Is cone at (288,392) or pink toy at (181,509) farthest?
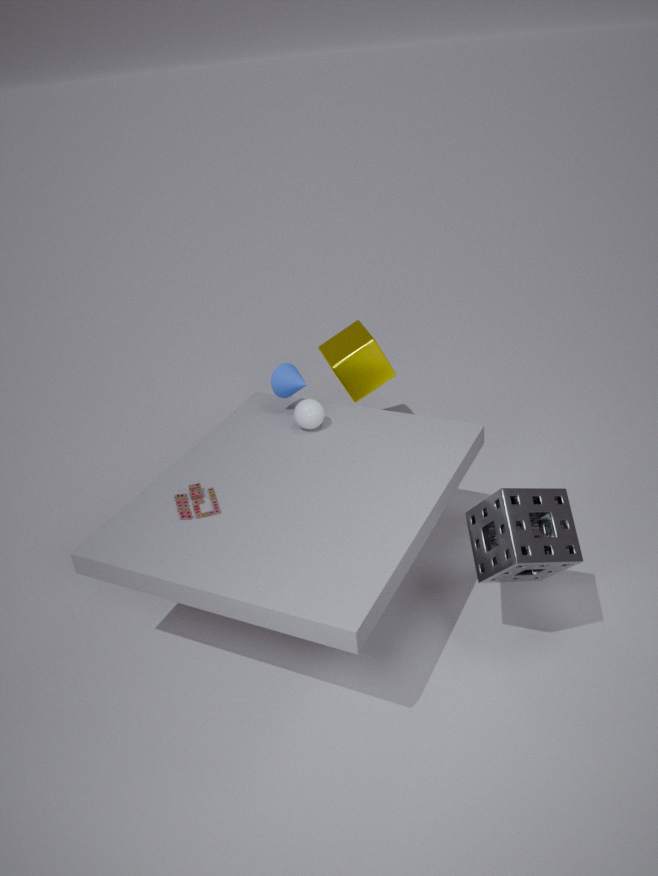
cone at (288,392)
